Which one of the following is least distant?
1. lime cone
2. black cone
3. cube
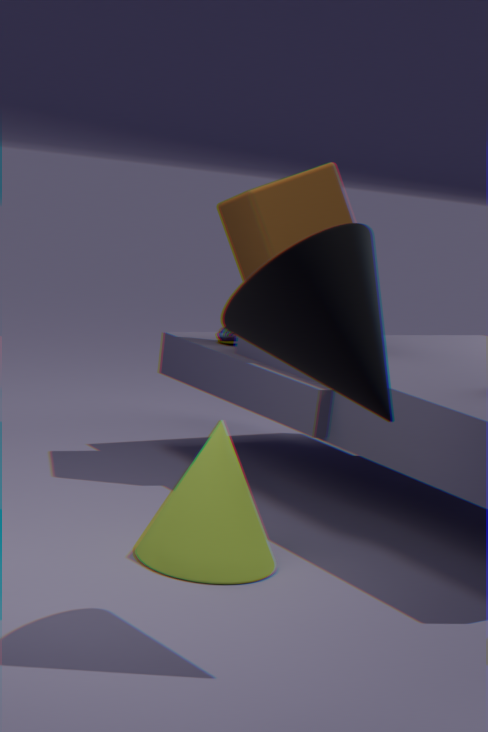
black cone
